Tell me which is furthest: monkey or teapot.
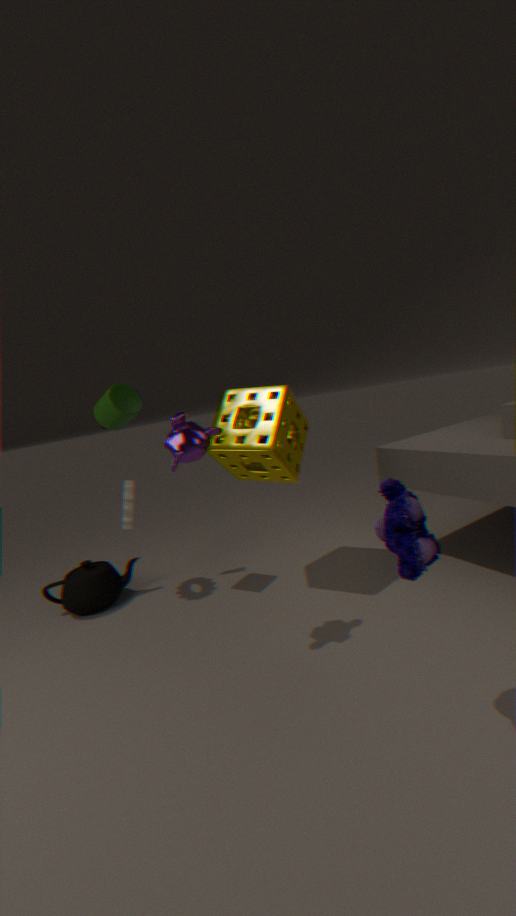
teapot
